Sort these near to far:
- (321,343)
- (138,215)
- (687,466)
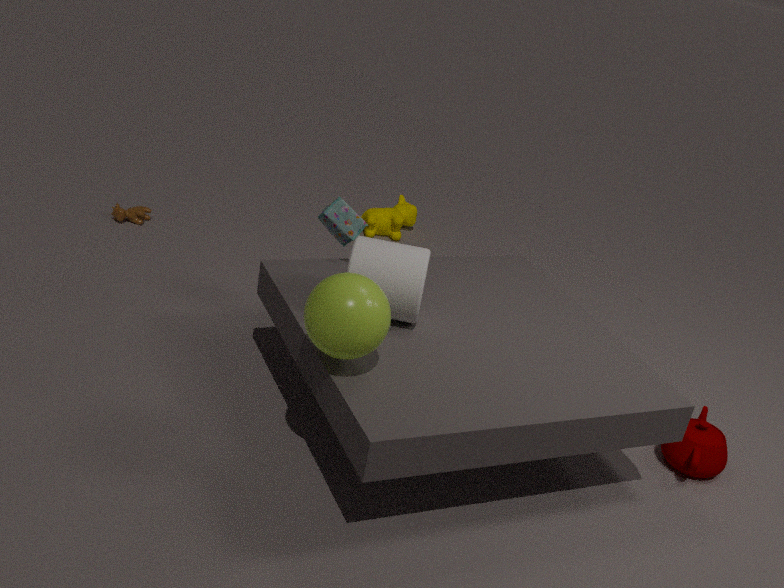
(321,343)
(687,466)
(138,215)
